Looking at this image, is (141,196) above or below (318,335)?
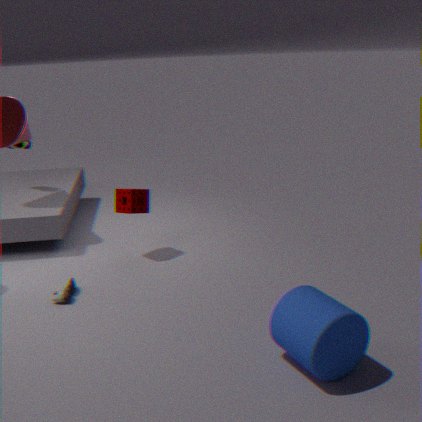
above
